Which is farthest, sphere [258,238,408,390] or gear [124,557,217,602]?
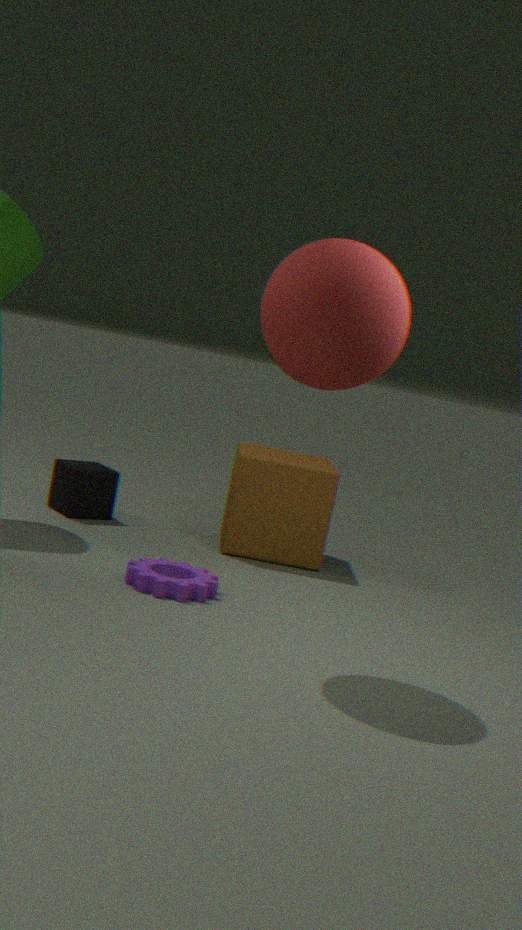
gear [124,557,217,602]
